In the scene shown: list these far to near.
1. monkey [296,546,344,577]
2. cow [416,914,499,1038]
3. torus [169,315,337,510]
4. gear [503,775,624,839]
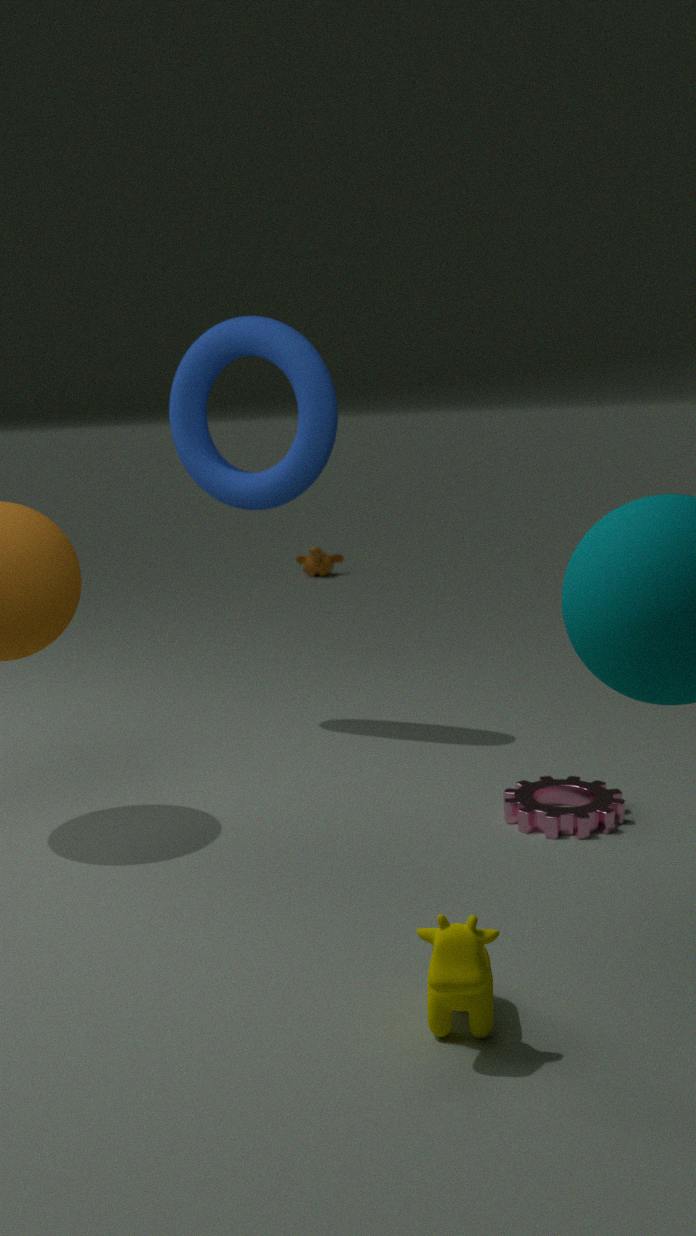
monkey [296,546,344,577], torus [169,315,337,510], gear [503,775,624,839], cow [416,914,499,1038]
